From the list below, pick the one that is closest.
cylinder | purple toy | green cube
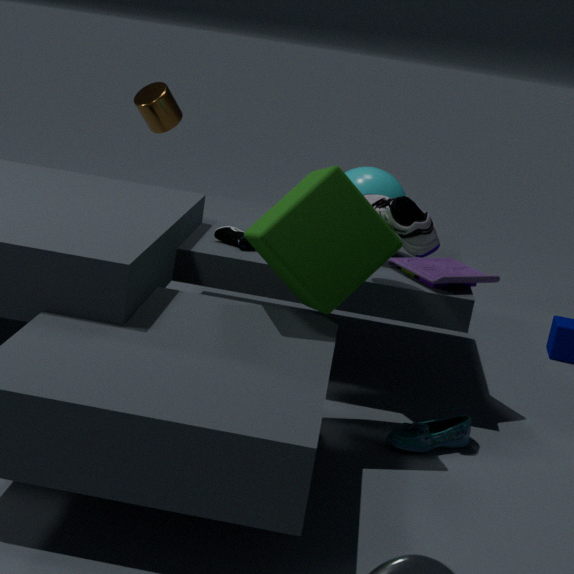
green cube
